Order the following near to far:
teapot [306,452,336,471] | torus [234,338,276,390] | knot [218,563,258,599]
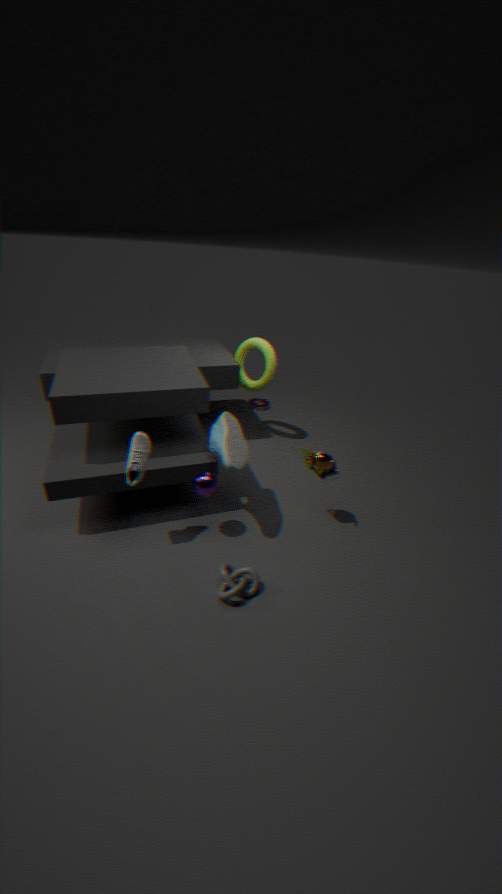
knot [218,563,258,599] < teapot [306,452,336,471] < torus [234,338,276,390]
